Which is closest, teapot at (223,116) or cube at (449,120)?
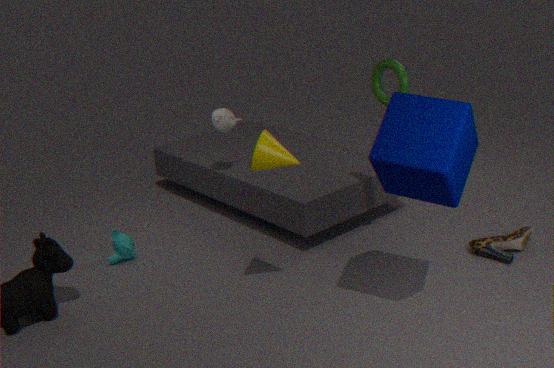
cube at (449,120)
